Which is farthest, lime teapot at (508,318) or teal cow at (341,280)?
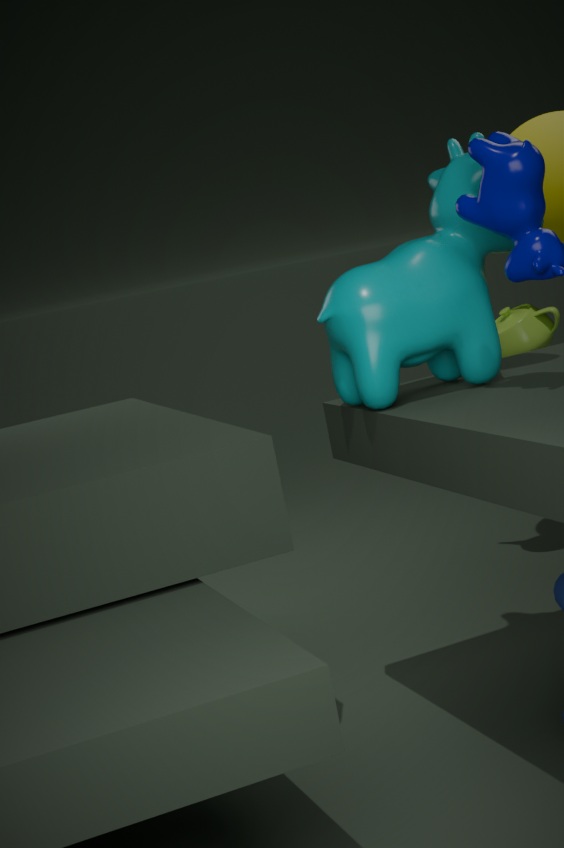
lime teapot at (508,318)
